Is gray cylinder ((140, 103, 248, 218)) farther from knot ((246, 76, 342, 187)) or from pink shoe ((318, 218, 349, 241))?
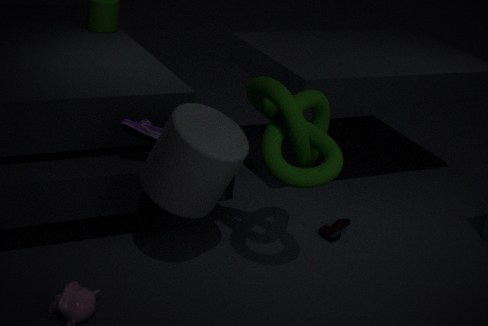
pink shoe ((318, 218, 349, 241))
